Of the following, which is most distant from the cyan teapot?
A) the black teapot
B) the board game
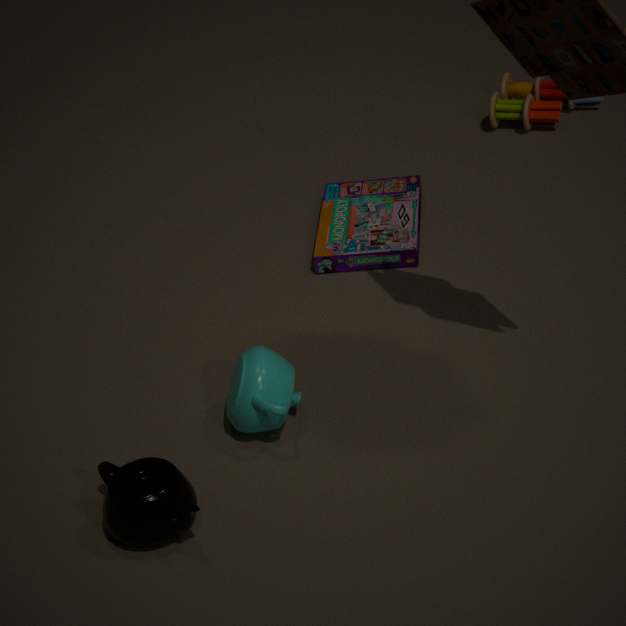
the board game
